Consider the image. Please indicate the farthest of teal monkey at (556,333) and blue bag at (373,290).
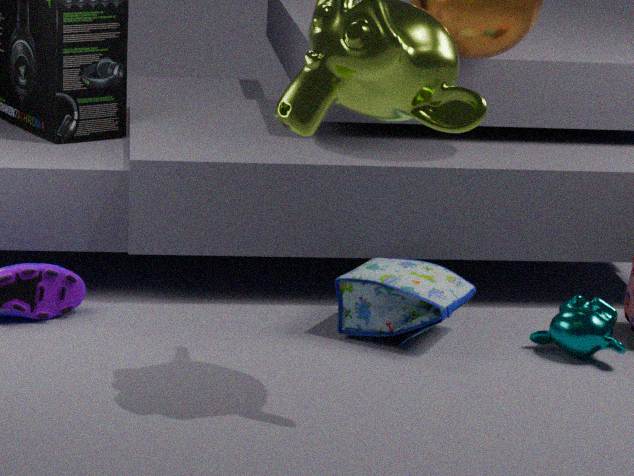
blue bag at (373,290)
